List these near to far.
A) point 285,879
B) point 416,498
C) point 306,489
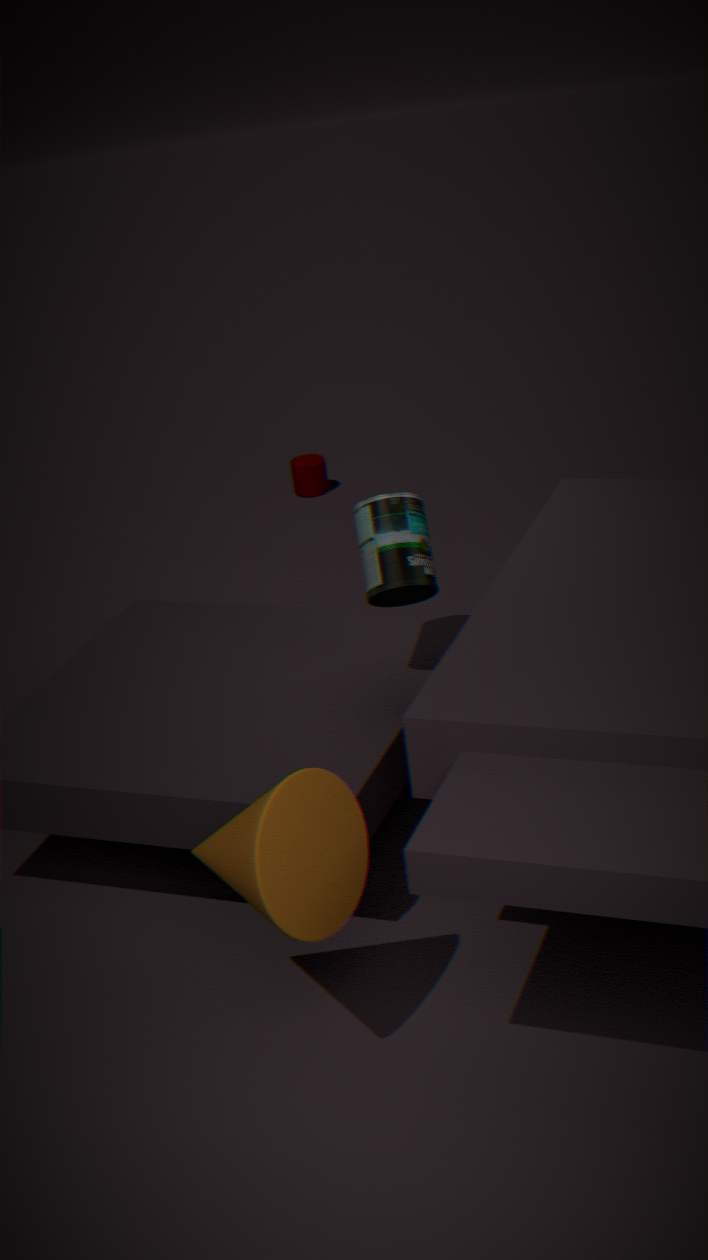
point 285,879
point 416,498
point 306,489
